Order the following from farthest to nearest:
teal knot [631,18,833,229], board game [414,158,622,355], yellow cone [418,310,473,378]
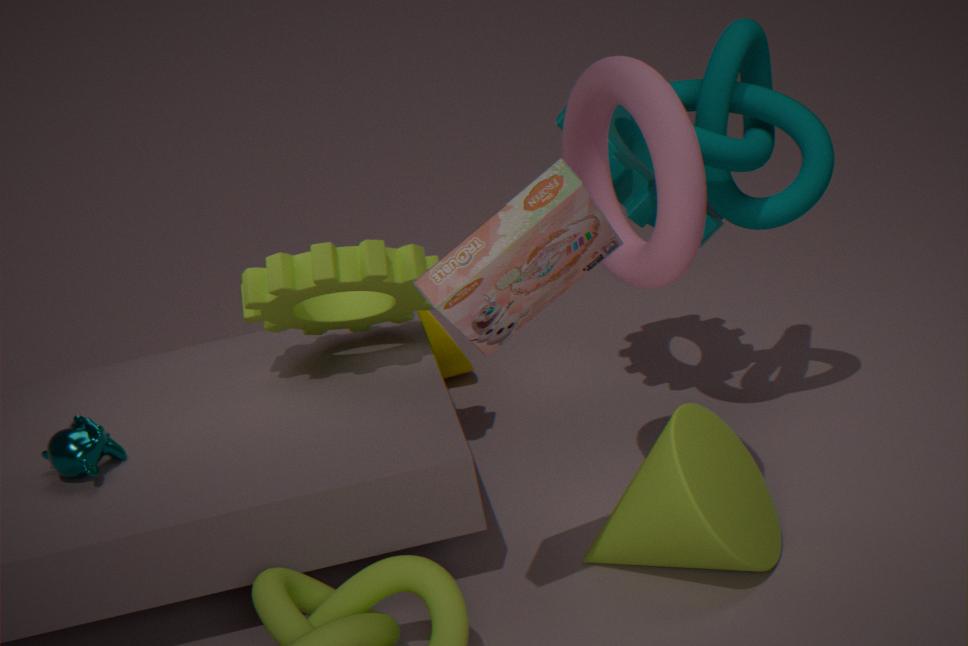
1. yellow cone [418,310,473,378]
2. teal knot [631,18,833,229]
3. board game [414,158,622,355]
